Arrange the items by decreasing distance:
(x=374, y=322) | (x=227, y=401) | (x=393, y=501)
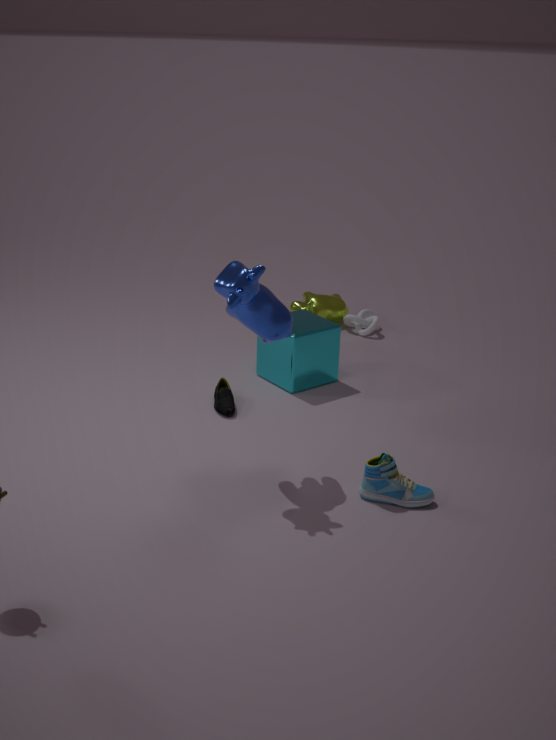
(x=374, y=322)
(x=227, y=401)
(x=393, y=501)
